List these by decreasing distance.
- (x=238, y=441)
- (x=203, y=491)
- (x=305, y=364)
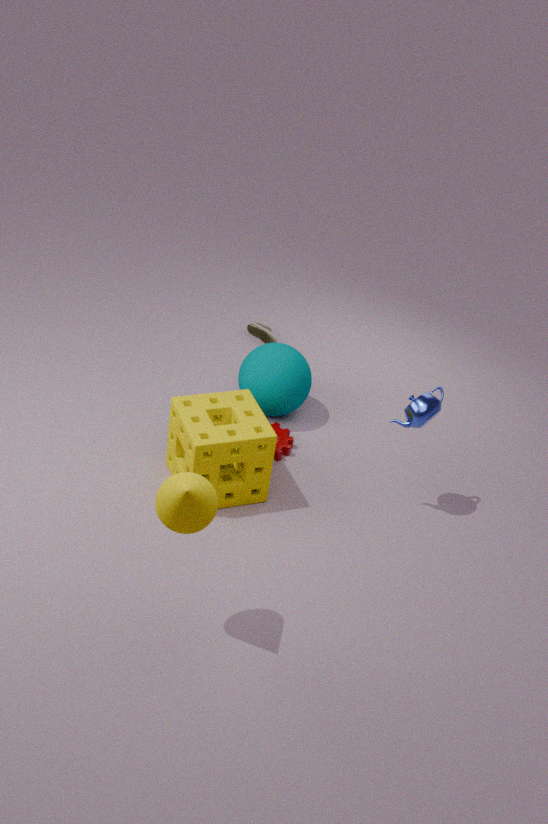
(x=305, y=364) < (x=238, y=441) < (x=203, y=491)
